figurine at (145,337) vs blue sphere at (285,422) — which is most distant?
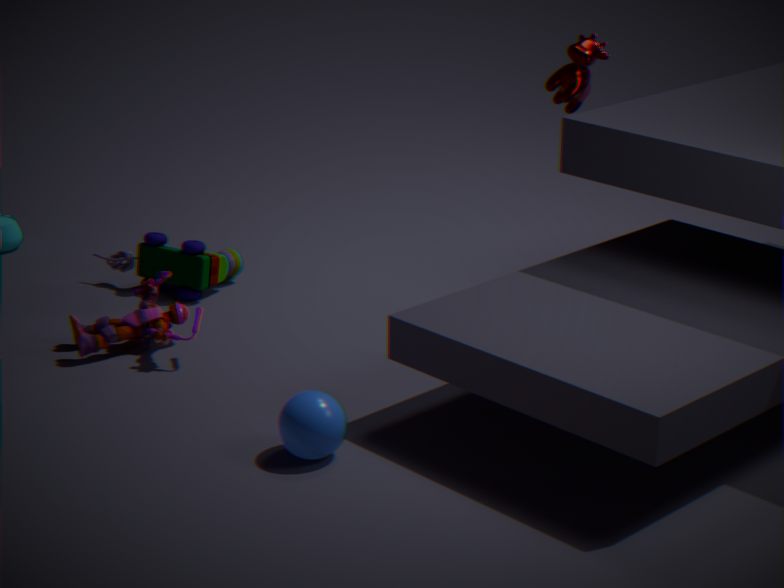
figurine at (145,337)
